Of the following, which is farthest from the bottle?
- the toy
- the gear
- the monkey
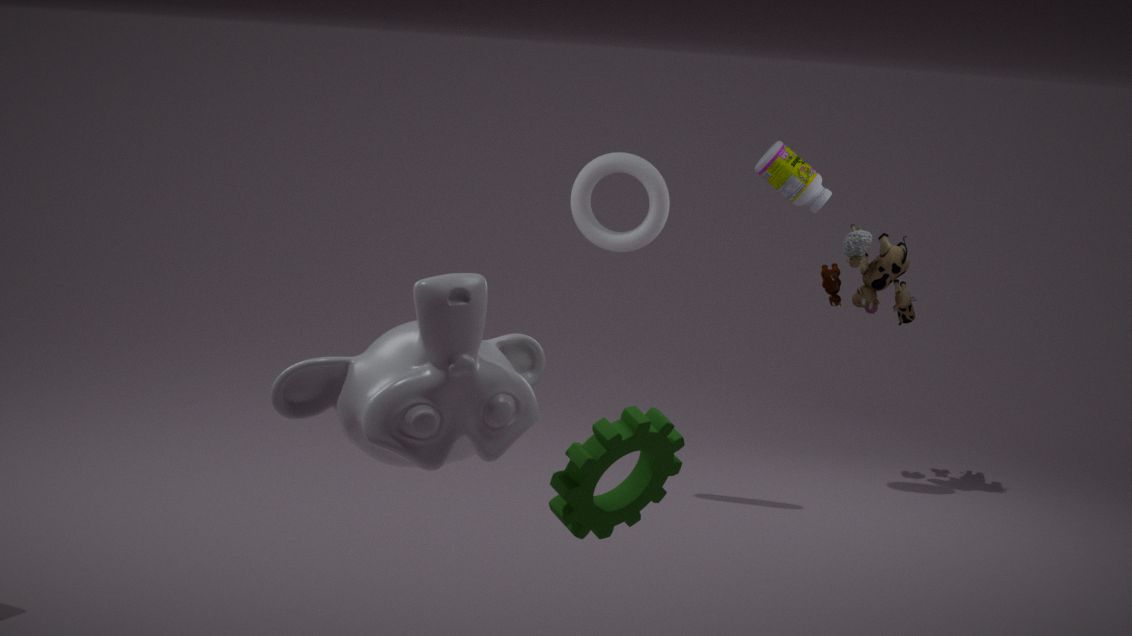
the monkey
